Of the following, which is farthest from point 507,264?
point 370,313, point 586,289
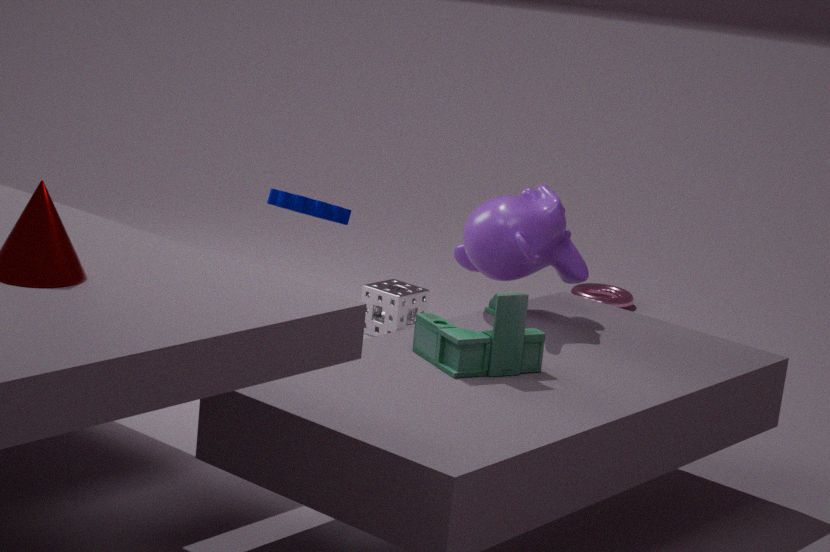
point 586,289
